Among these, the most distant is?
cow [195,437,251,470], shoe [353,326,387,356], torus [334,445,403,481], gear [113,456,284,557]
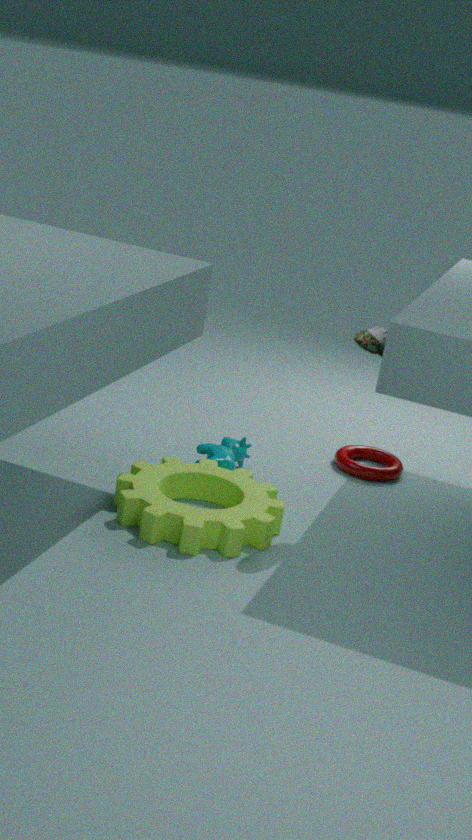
torus [334,445,403,481]
